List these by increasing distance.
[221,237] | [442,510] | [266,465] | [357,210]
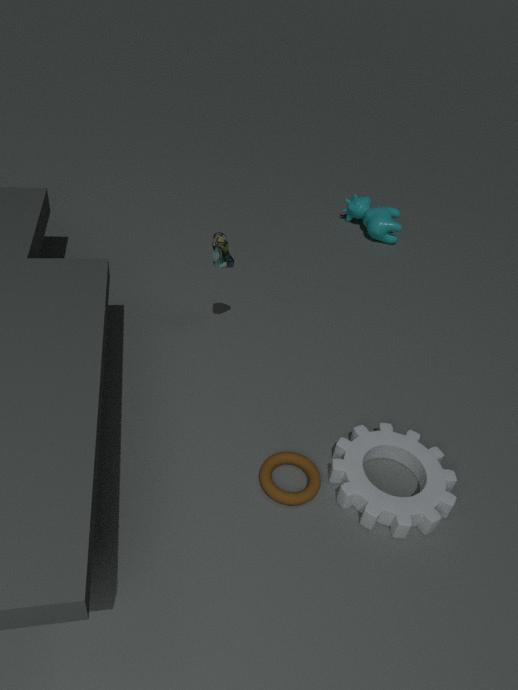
[442,510] → [266,465] → [221,237] → [357,210]
